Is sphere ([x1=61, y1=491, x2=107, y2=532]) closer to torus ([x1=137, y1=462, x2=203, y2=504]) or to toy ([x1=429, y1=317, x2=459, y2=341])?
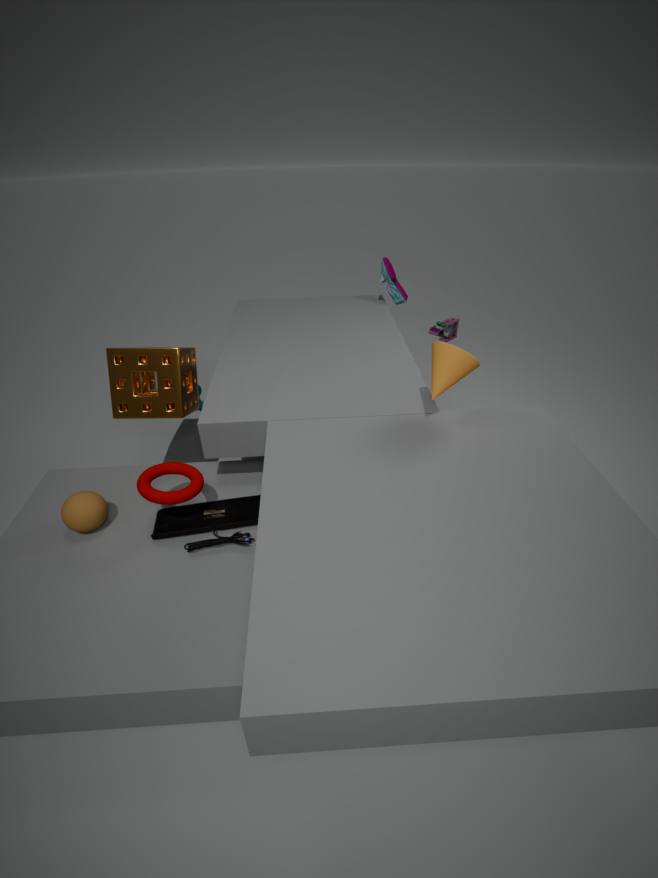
torus ([x1=137, y1=462, x2=203, y2=504])
